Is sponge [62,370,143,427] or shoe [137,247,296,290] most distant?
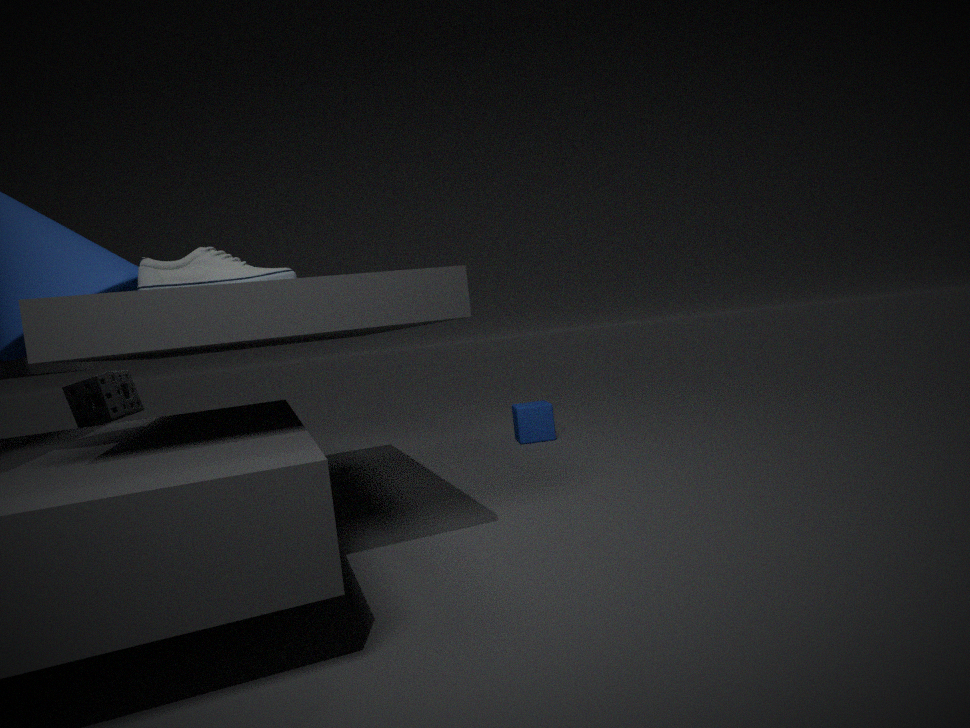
sponge [62,370,143,427]
